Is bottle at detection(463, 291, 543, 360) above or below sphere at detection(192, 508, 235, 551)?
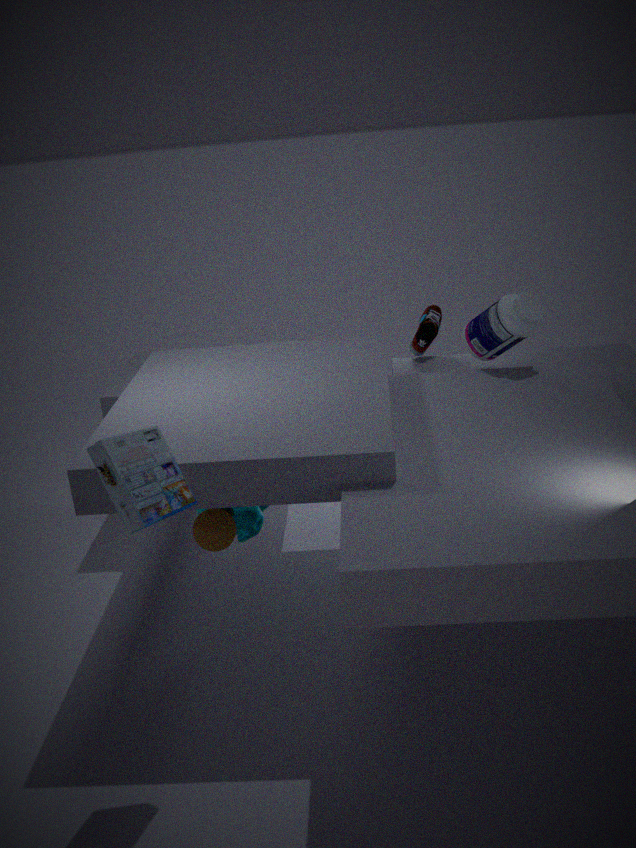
above
